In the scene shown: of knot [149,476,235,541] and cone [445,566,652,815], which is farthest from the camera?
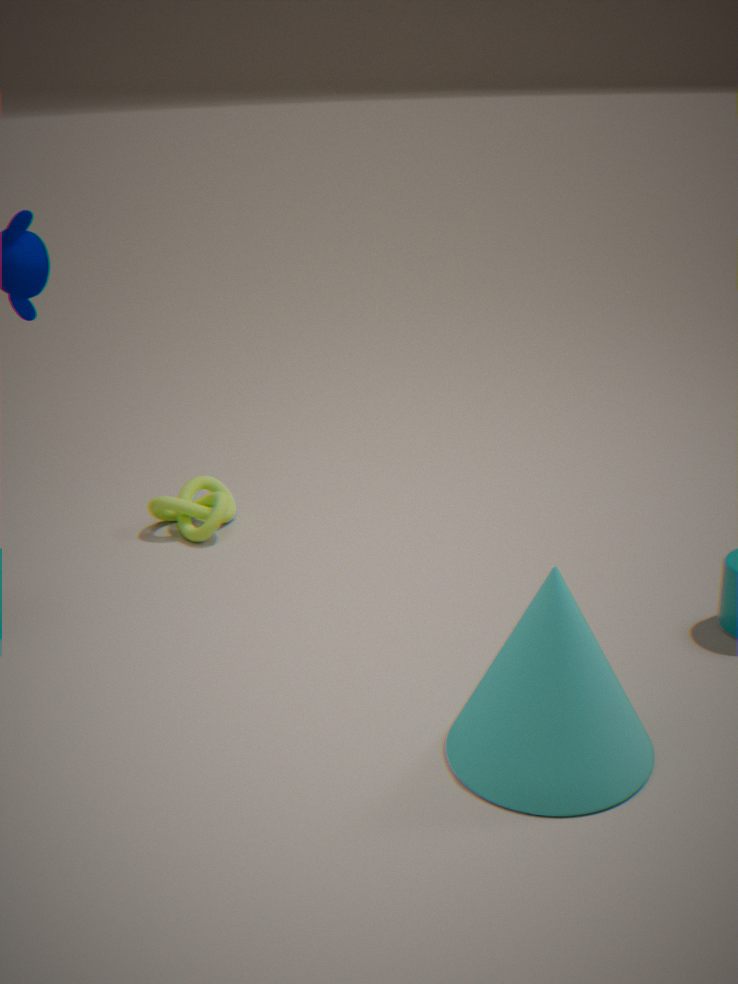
knot [149,476,235,541]
